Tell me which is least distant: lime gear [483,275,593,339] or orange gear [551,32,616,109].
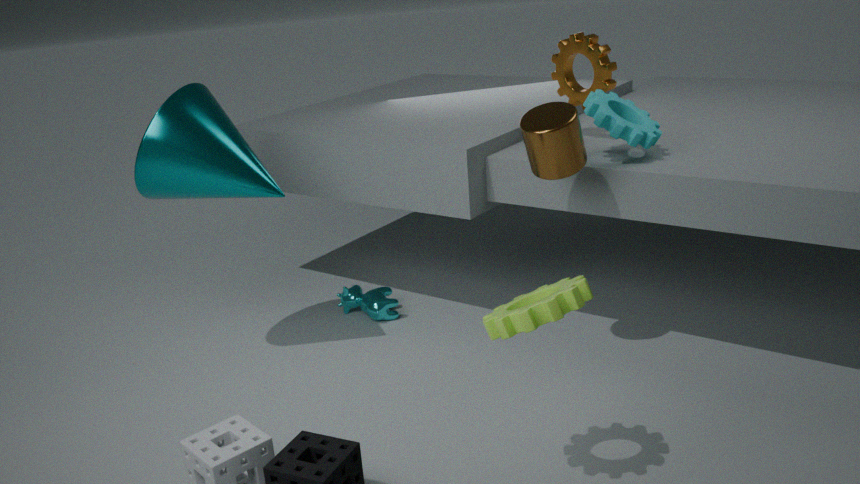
lime gear [483,275,593,339]
